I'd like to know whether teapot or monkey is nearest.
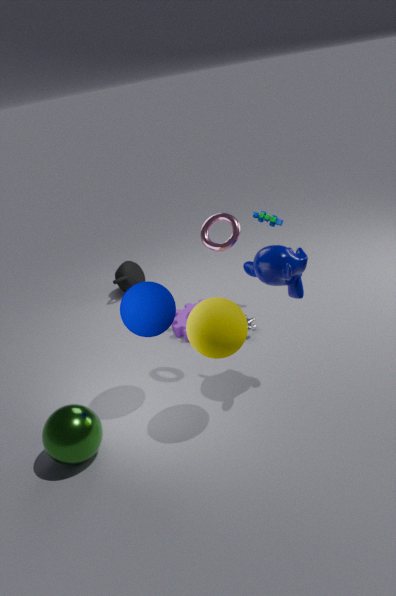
monkey
